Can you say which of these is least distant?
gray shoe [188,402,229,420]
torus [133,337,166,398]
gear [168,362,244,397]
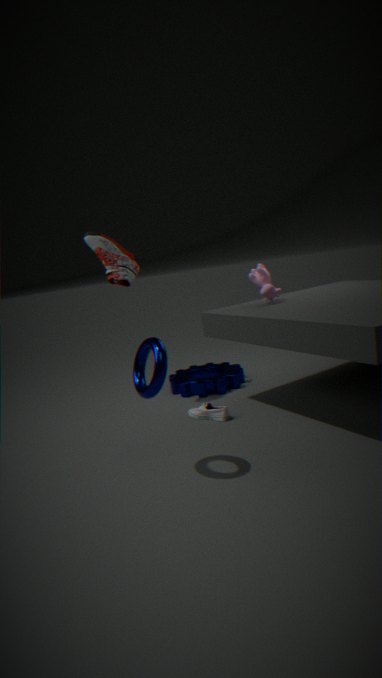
torus [133,337,166,398]
